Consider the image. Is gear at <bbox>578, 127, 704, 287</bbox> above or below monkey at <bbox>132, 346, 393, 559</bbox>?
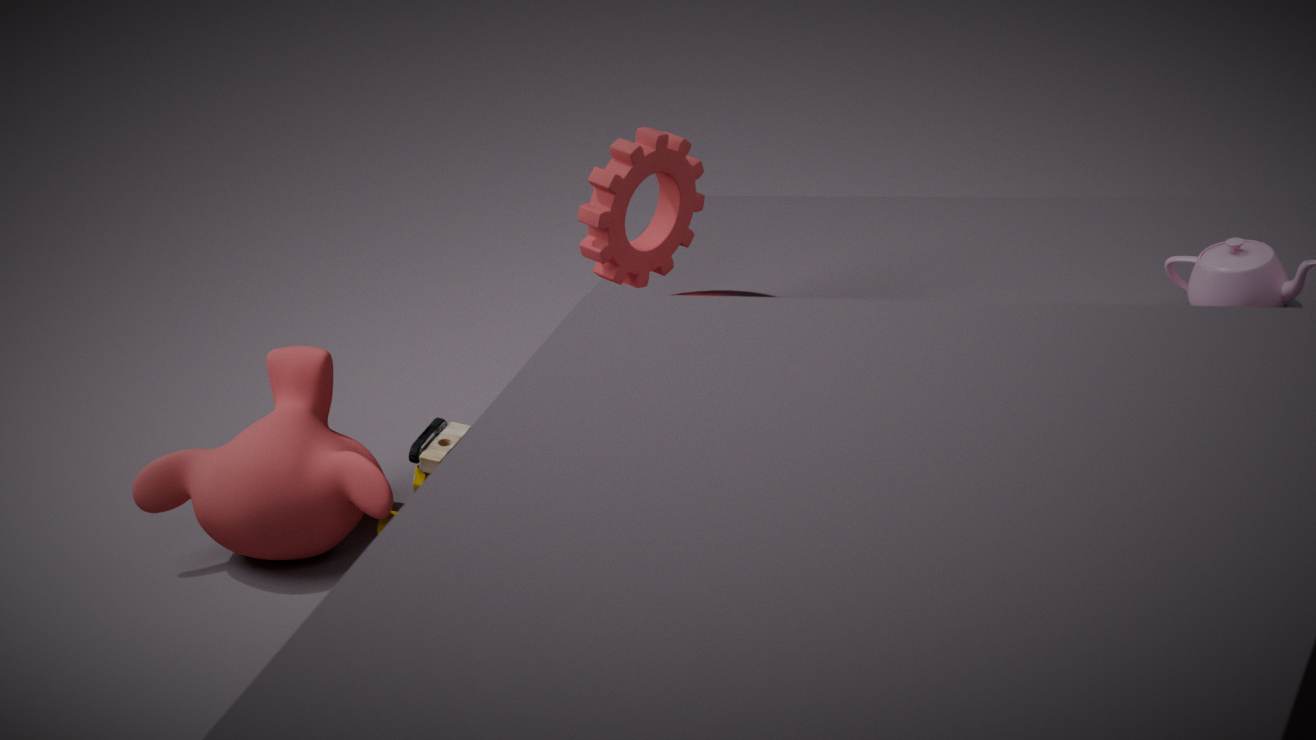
above
